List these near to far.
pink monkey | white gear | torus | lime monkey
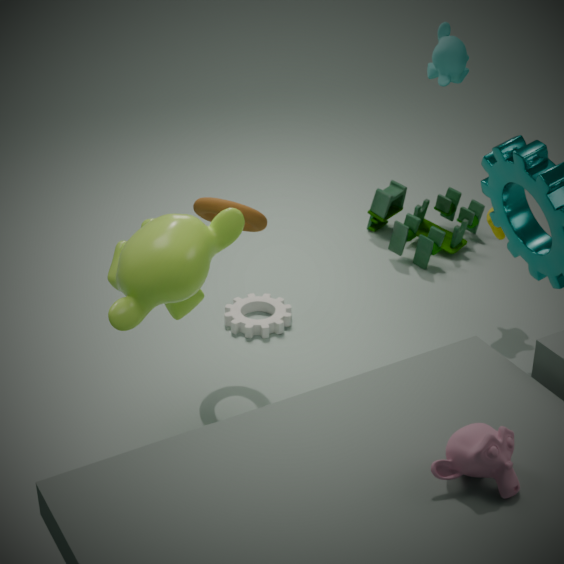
pink monkey < lime monkey < torus < white gear
